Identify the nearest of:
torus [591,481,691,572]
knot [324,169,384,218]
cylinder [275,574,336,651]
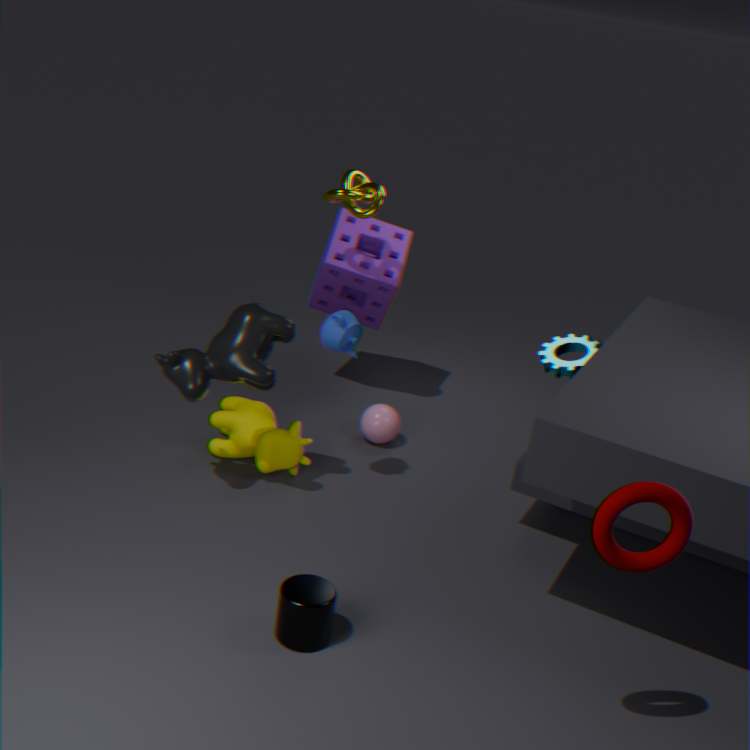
torus [591,481,691,572]
